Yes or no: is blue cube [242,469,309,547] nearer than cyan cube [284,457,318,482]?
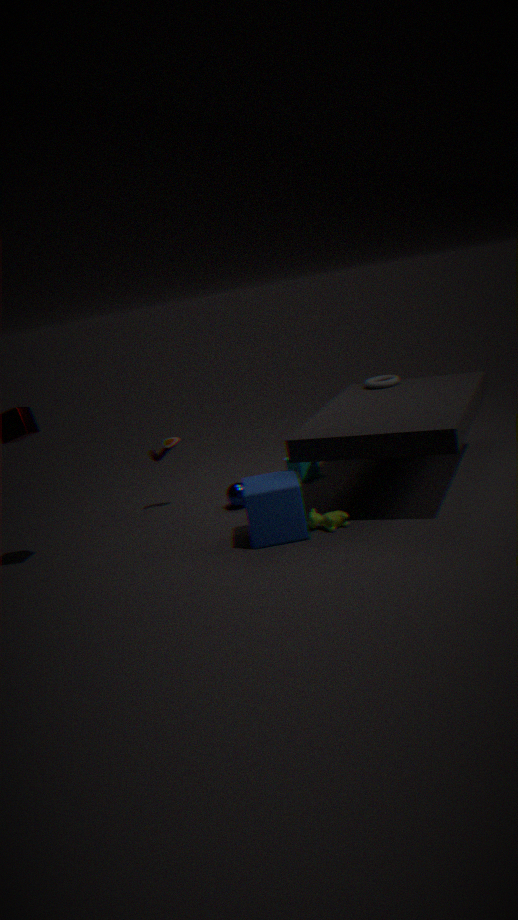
Yes
